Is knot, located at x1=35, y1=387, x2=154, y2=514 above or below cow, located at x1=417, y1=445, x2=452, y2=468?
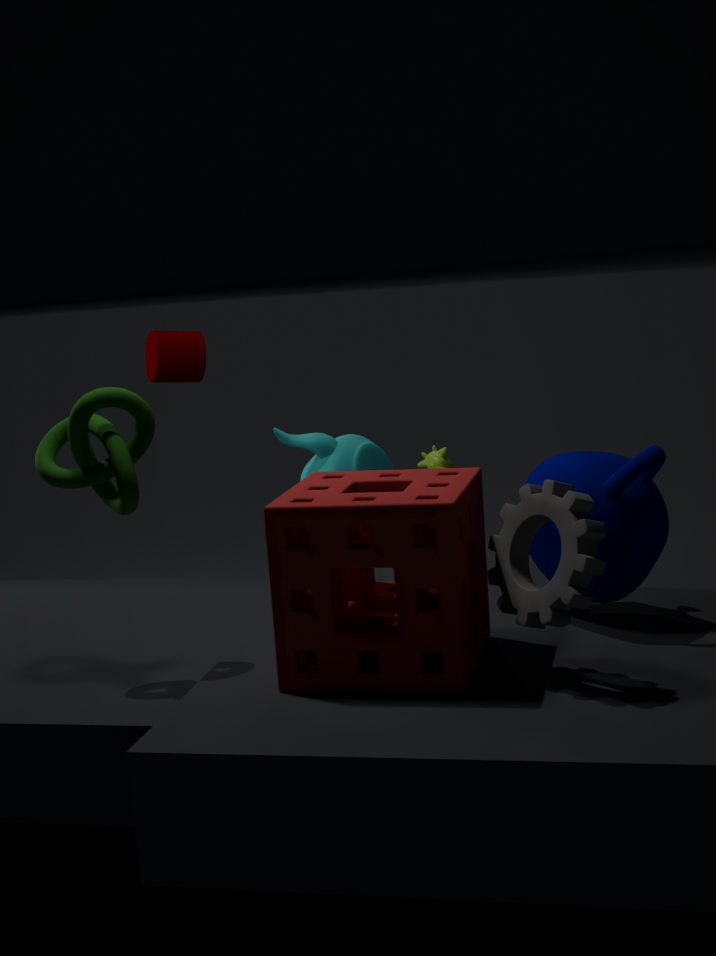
above
